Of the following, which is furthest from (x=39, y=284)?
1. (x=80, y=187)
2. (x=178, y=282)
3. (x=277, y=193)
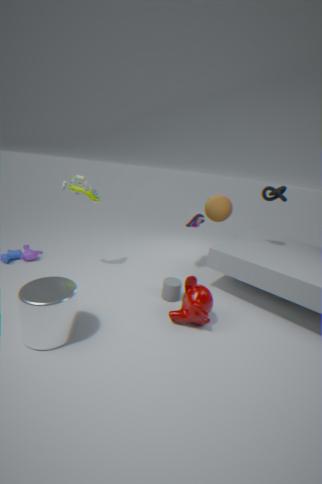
(x=277, y=193)
